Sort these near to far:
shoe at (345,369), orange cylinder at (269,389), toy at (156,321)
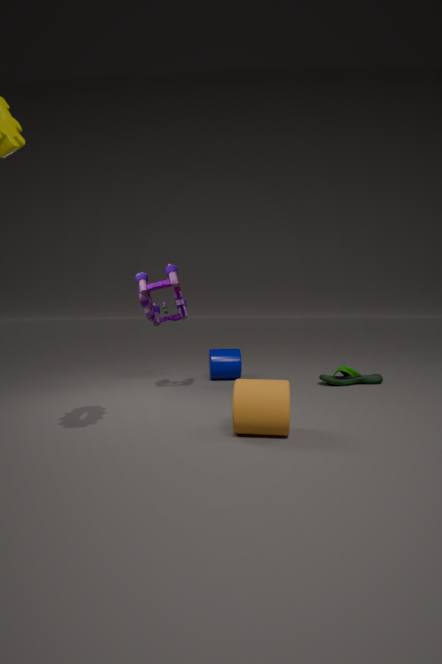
orange cylinder at (269,389)
toy at (156,321)
shoe at (345,369)
